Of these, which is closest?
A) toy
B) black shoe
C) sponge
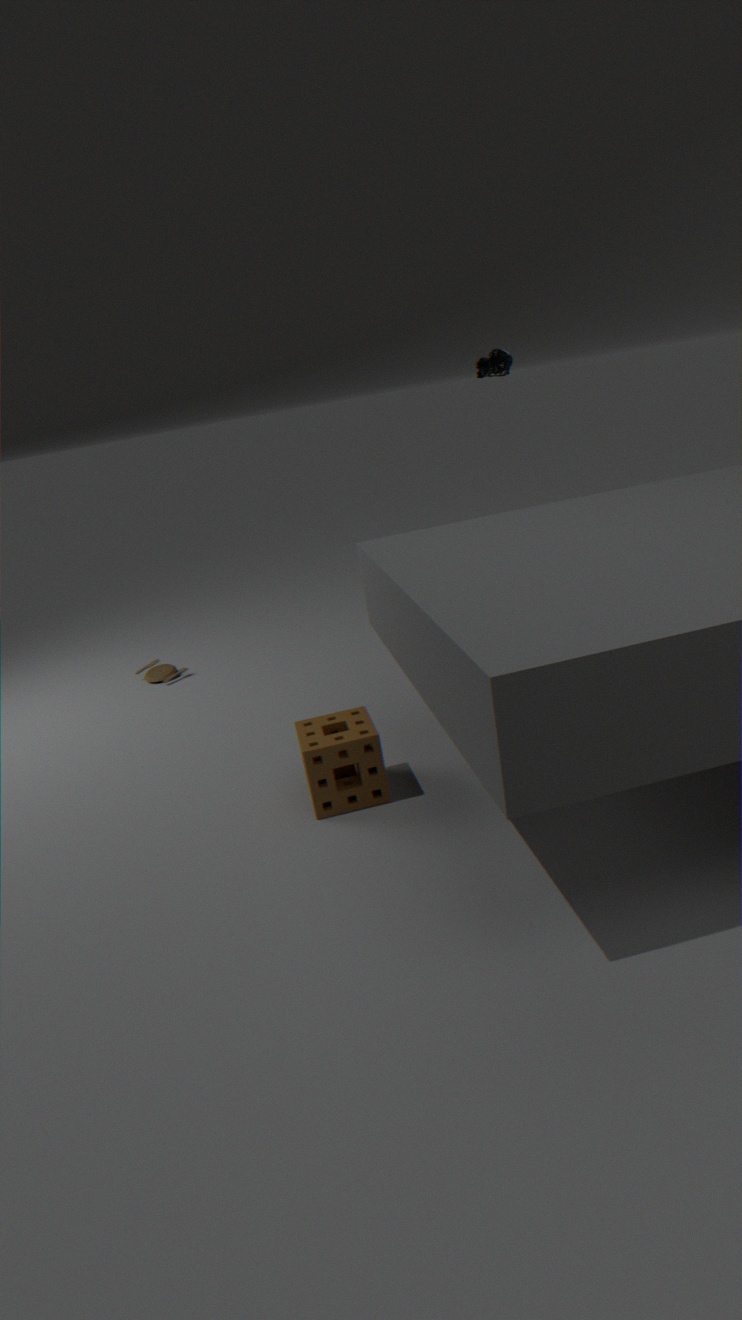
sponge
